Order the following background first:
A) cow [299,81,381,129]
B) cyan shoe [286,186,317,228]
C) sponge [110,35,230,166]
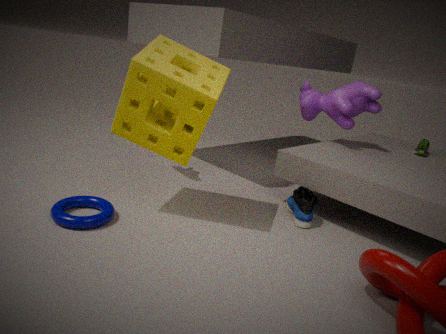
1. cow [299,81,381,129]
2. cyan shoe [286,186,317,228]
3. sponge [110,35,230,166]
